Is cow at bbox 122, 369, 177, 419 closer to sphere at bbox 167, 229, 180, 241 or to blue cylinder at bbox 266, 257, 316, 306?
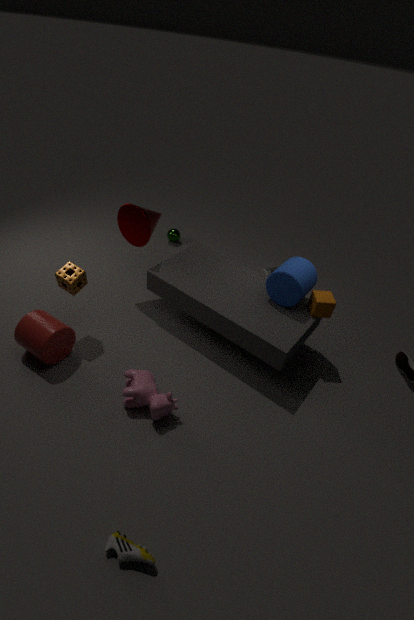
blue cylinder at bbox 266, 257, 316, 306
